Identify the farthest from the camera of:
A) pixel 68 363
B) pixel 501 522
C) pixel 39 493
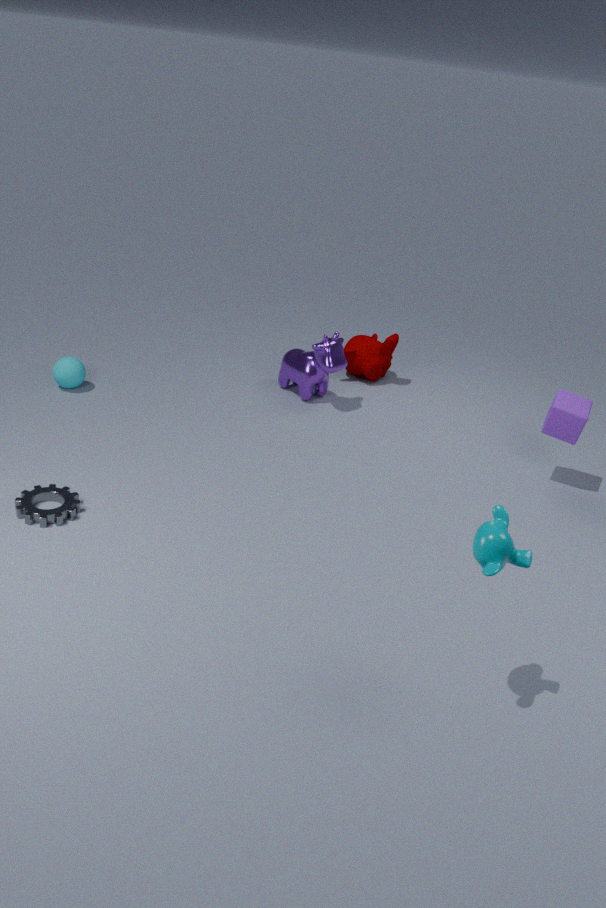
pixel 68 363
